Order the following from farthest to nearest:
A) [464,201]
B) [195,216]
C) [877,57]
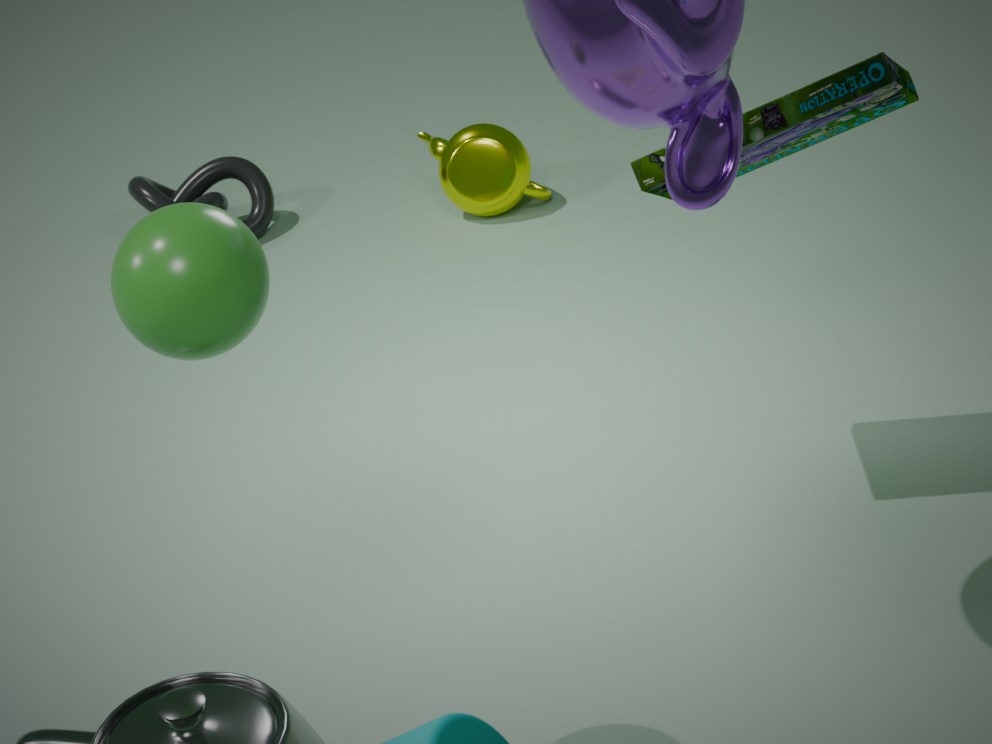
1. [464,201]
2. [877,57]
3. [195,216]
